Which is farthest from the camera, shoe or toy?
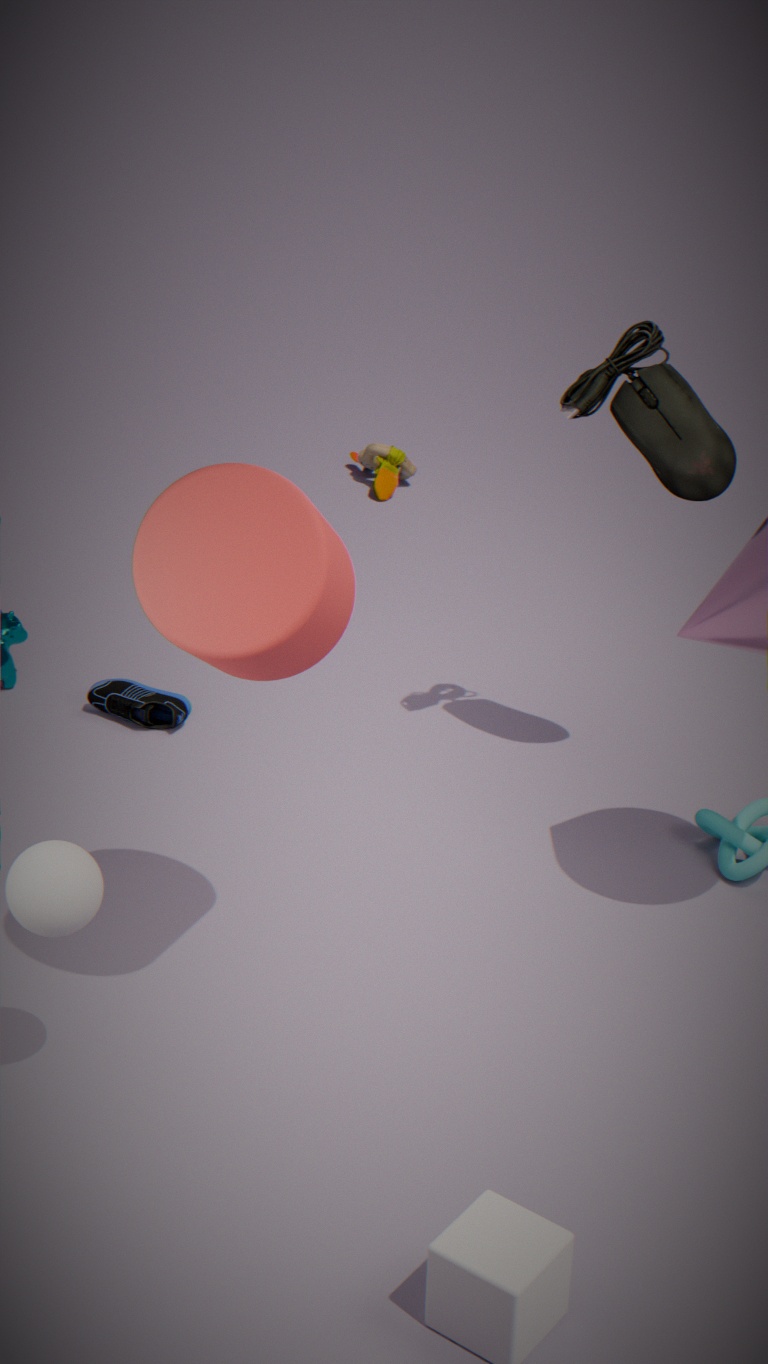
toy
